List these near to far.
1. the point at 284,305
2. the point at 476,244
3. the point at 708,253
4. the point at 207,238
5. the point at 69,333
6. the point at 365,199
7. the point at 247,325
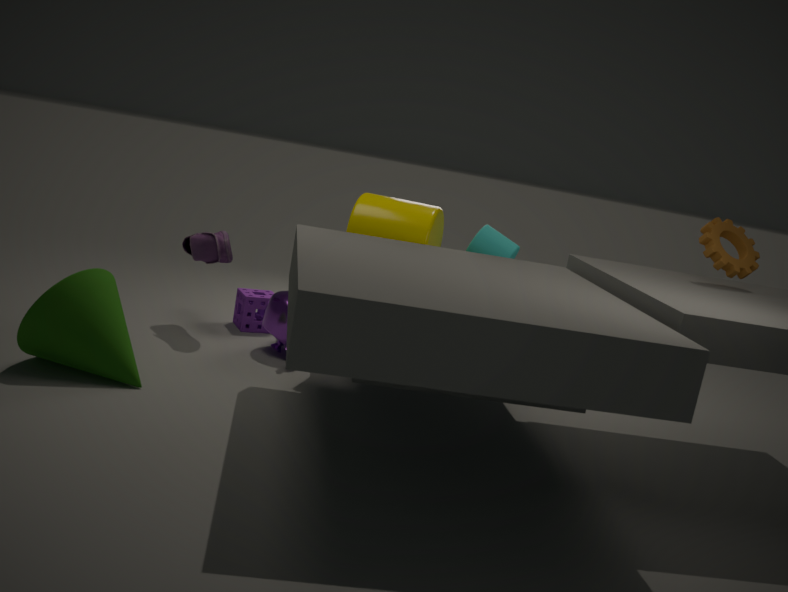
the point at 69,333
the point at 708,253
the point at 476,244
the point at 365,199
the point at 284,305
the point at 207,238
the point at 247,325
